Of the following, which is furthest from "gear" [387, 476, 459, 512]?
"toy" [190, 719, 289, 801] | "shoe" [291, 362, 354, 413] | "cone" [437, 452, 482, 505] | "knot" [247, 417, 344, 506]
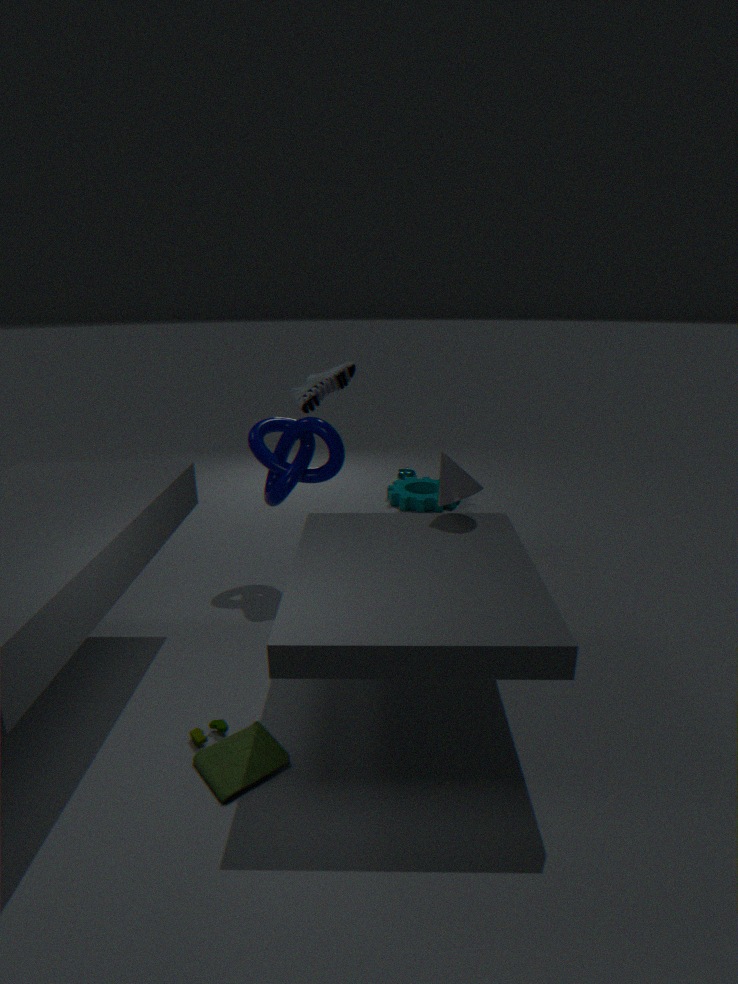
"toy" [190, 719, 289, 801]
